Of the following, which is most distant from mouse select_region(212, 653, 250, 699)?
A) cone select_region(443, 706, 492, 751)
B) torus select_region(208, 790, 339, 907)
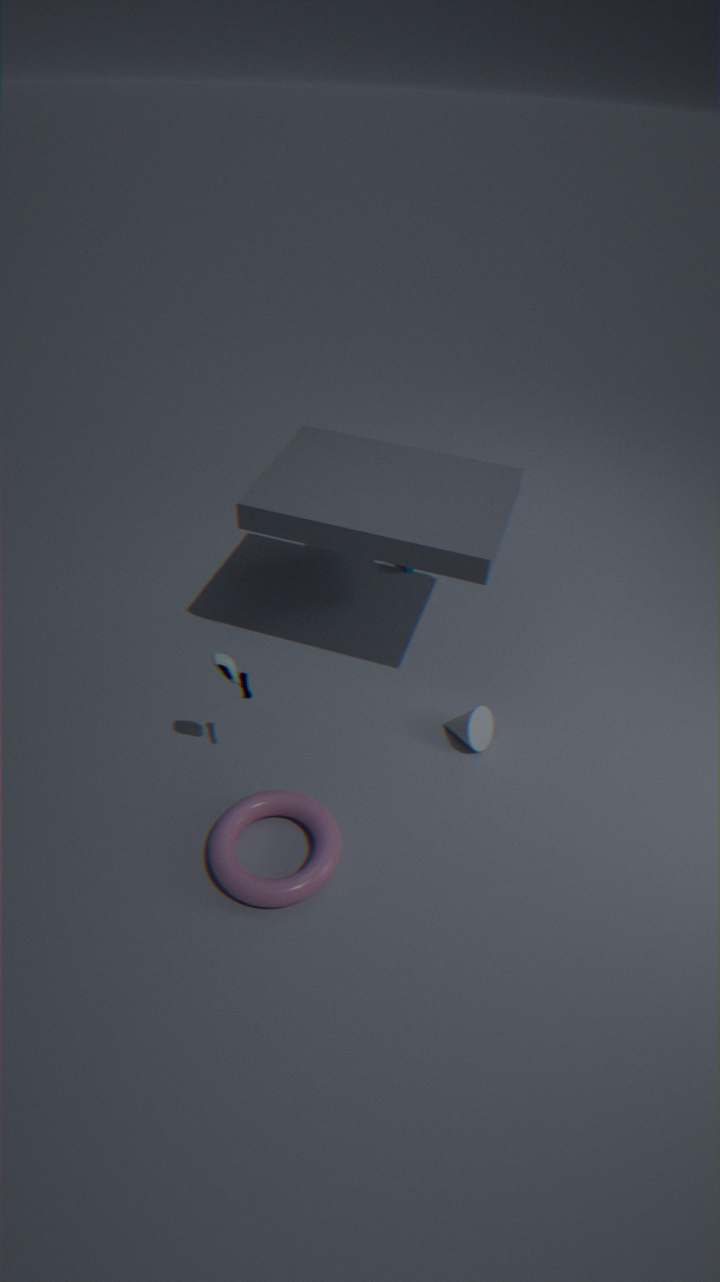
cone select_region(443, 706, 492, 751)
